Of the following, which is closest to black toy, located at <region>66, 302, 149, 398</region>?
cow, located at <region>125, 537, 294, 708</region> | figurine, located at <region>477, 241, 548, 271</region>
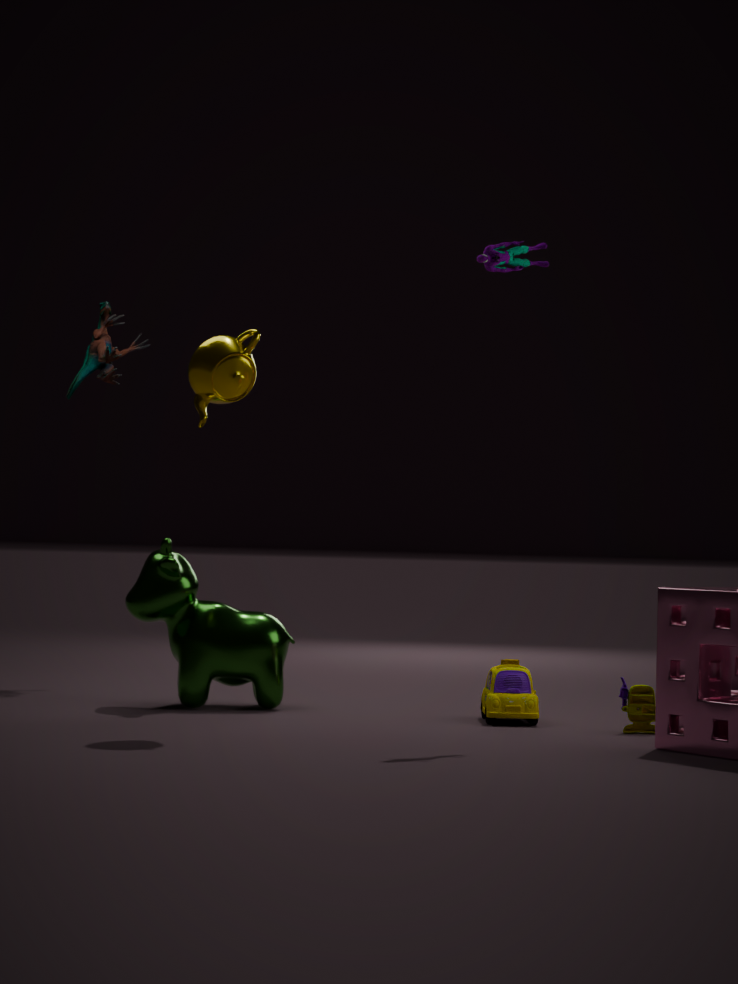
cow, located at <region>125, 537, 294, 708</region>
